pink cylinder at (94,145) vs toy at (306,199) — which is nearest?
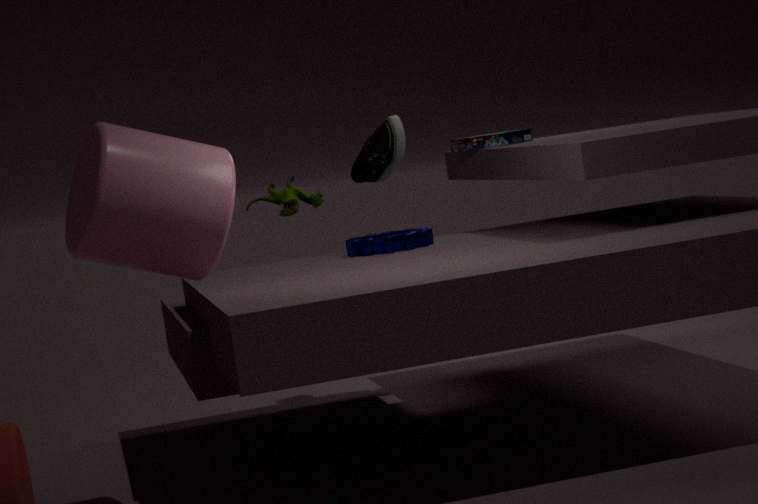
pink cylinder at (94,145)
